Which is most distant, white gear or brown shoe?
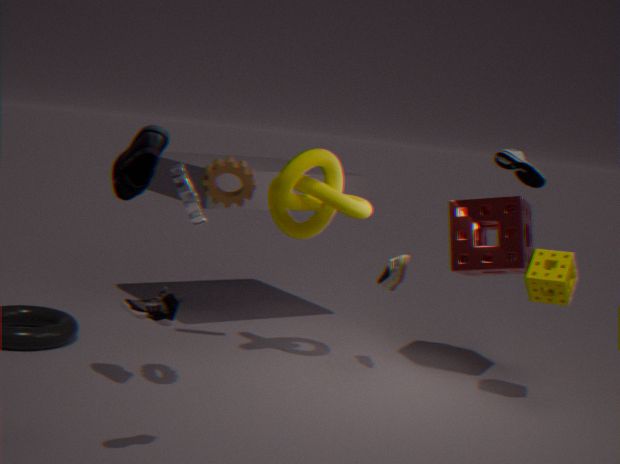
brown shoe
